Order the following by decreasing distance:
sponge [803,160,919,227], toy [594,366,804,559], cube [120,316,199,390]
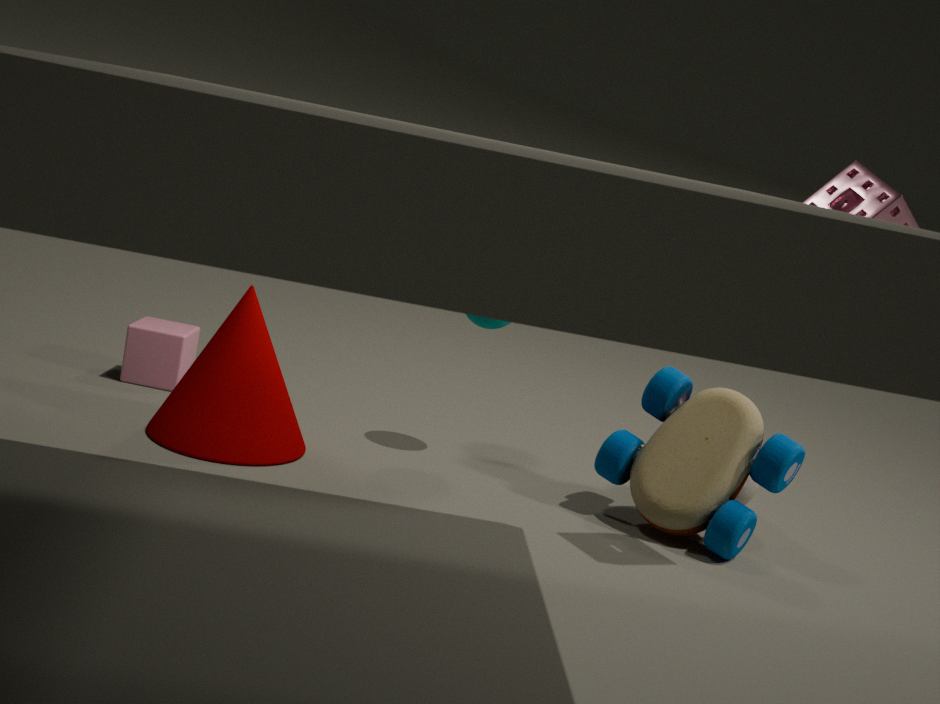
cube [120,316,199,390]
toy [594,366,804,559]
sponge [803,160,919,227]
